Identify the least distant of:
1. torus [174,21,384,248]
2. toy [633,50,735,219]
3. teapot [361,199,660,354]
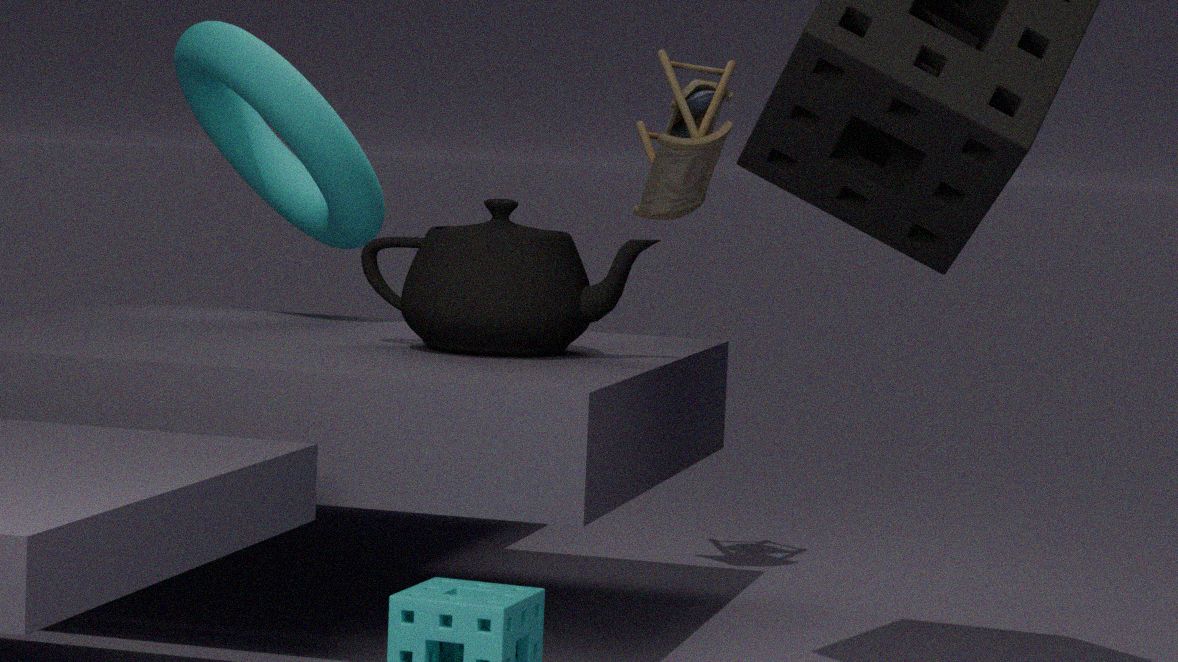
teapot [361,199,660,354]
